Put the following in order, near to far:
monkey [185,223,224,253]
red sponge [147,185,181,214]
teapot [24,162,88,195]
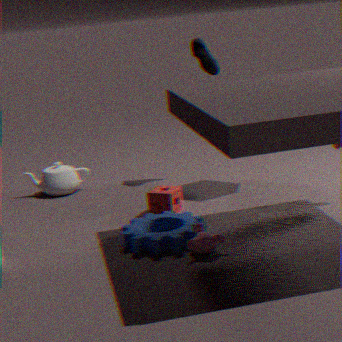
monkey [185,223,224,253] < red sponge [147,185,181,214] < teapot [24,162,88,195]
